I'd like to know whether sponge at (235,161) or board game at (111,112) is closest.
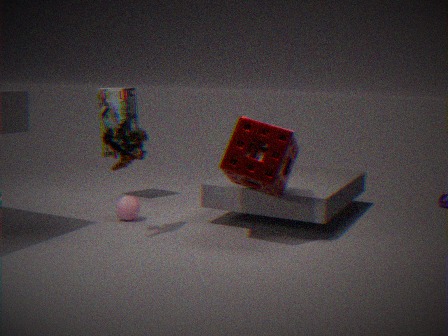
sponge at (235,161)
